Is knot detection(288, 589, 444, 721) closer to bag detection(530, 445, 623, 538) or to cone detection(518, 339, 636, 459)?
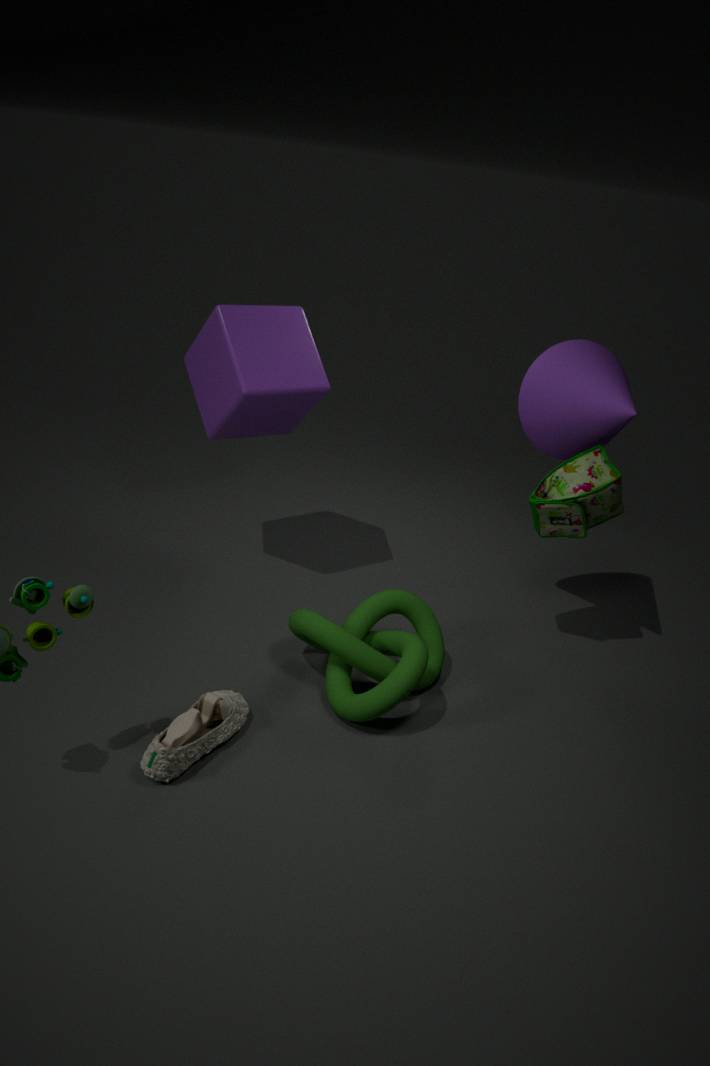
bag detection(530, 445, 623, 538)
